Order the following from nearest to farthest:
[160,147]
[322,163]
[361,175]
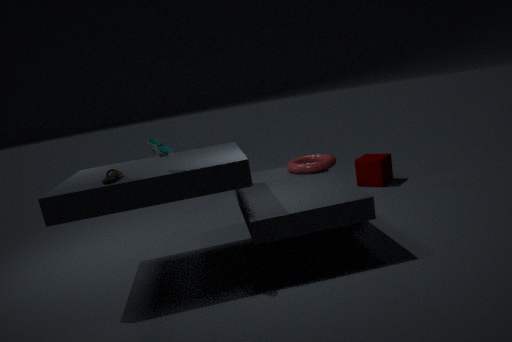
[160,147], [322,163], [361,175]
